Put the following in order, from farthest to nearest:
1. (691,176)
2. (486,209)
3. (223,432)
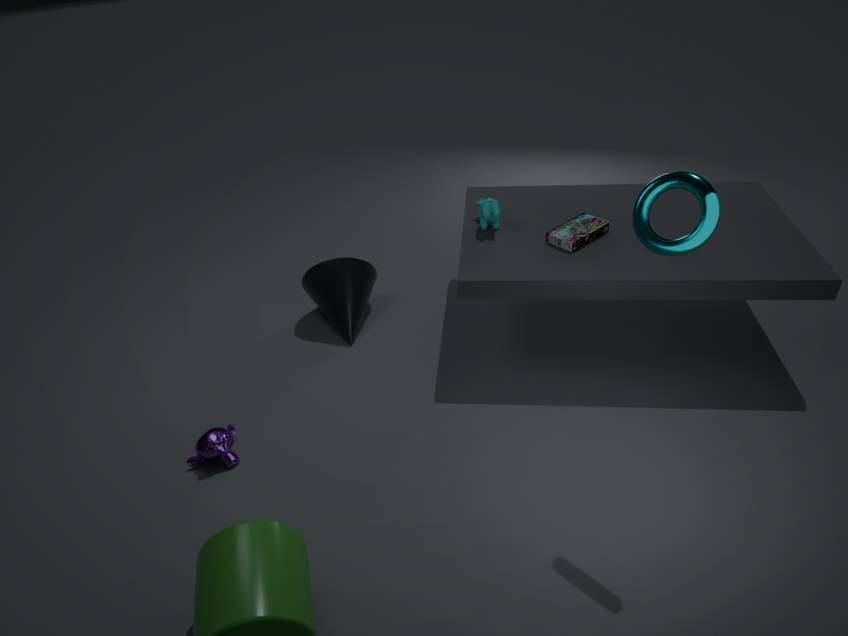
(486,209) → (223,432) → (691,176)
